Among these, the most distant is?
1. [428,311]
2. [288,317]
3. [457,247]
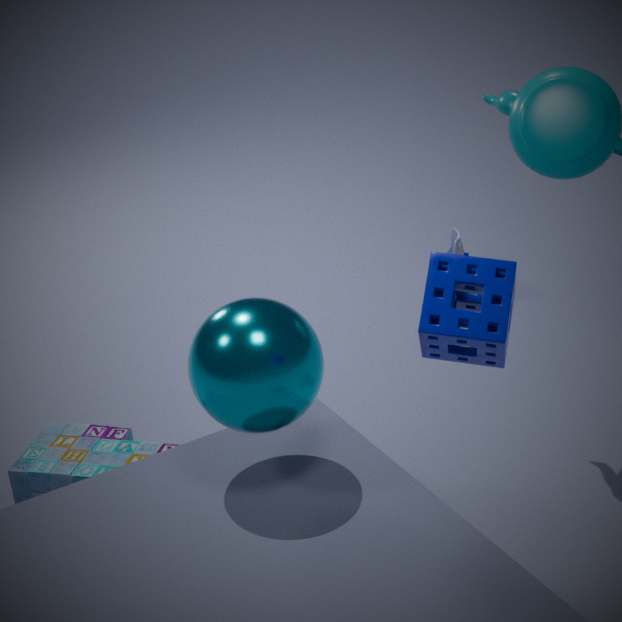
[457,247]
